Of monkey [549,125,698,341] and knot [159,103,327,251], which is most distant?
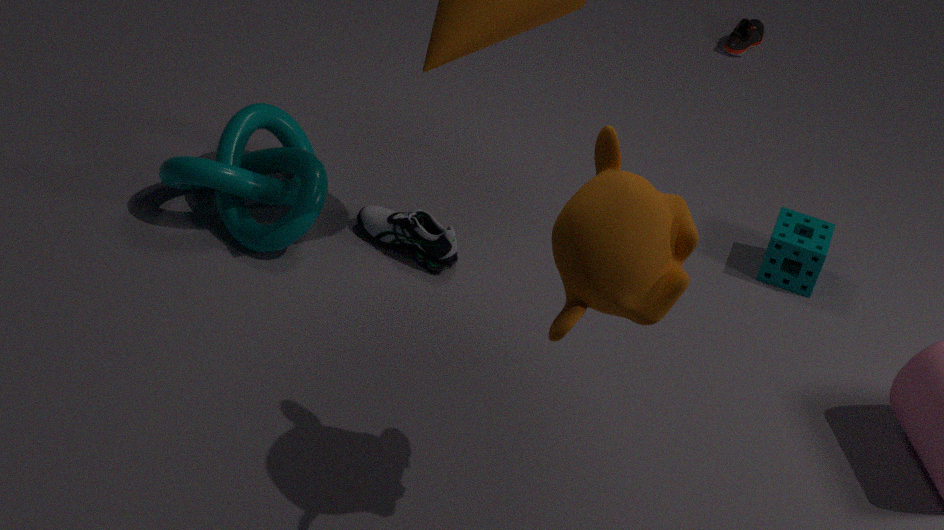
knot [159,103,327,251]
